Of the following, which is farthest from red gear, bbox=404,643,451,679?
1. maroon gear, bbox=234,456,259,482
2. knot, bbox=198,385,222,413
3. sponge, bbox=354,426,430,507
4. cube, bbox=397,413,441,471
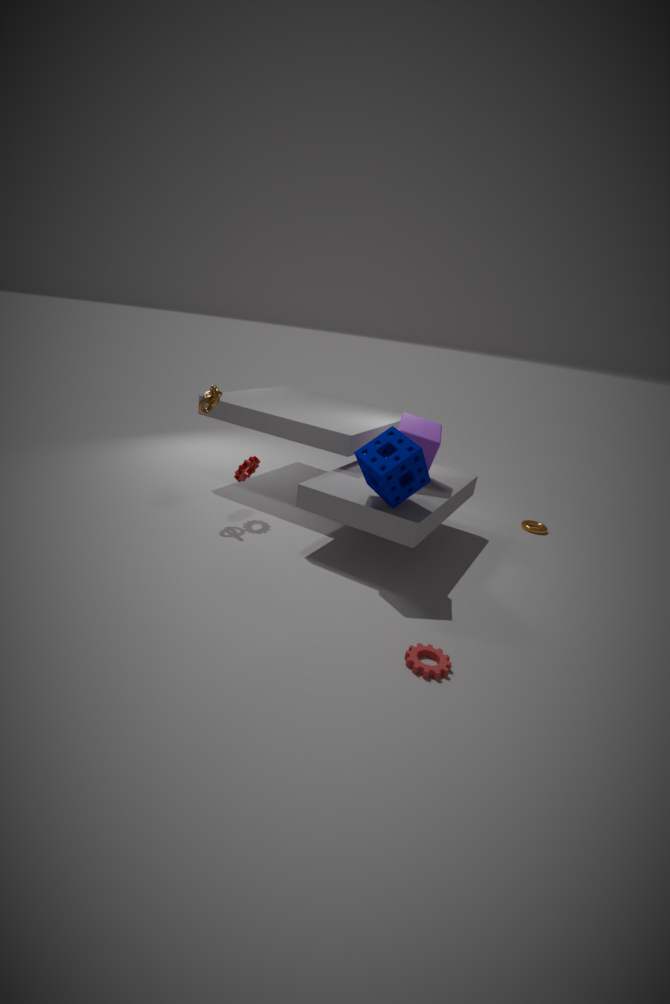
knot, bbox=198,385,222,413
